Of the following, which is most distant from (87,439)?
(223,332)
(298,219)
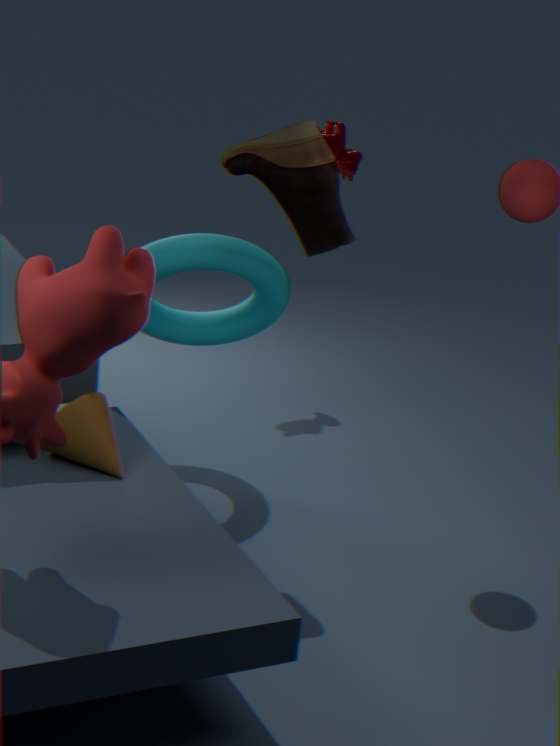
(298,219)
